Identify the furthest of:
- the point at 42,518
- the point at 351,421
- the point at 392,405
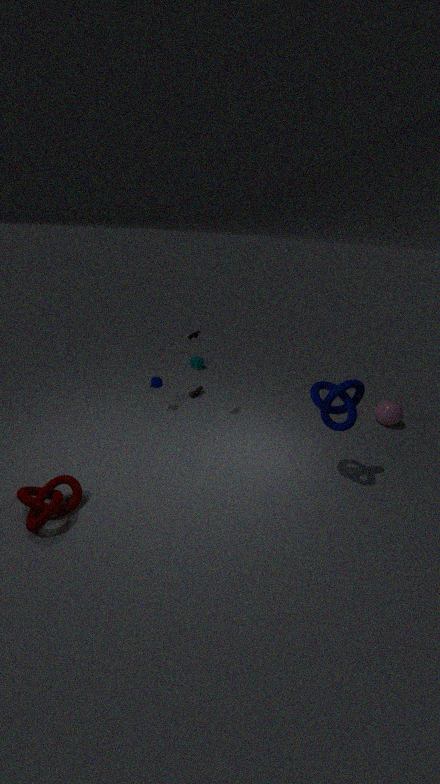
the point at 392,405
